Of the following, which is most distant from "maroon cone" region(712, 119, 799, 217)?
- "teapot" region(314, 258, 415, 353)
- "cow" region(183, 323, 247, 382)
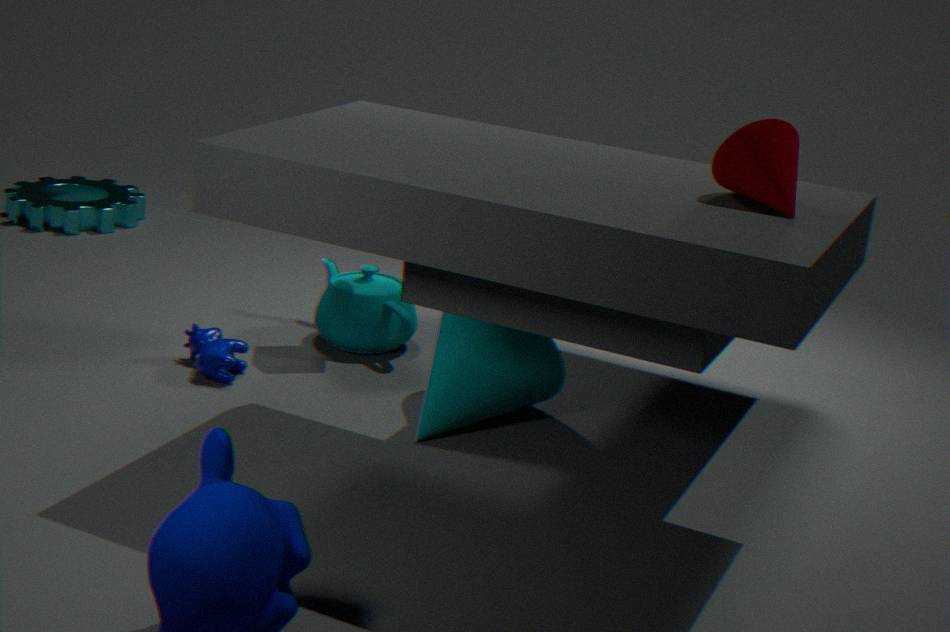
"cow" region(183, 323, 247, 382)
